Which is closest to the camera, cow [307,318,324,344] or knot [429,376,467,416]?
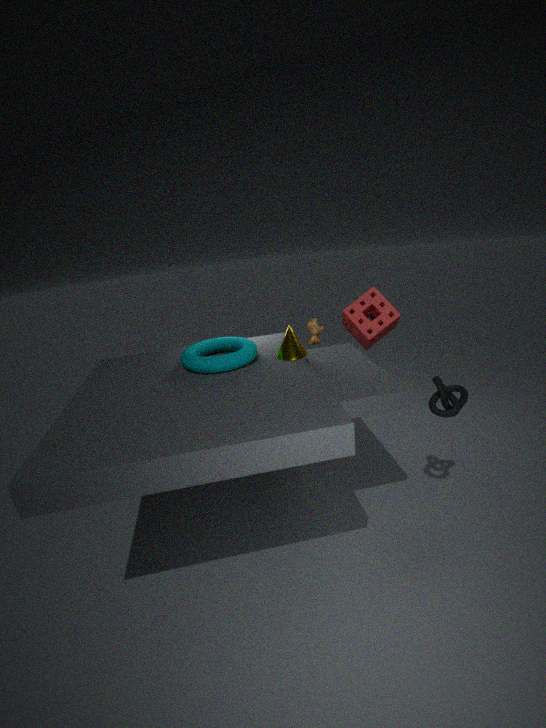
knot [429,376,467,416]
